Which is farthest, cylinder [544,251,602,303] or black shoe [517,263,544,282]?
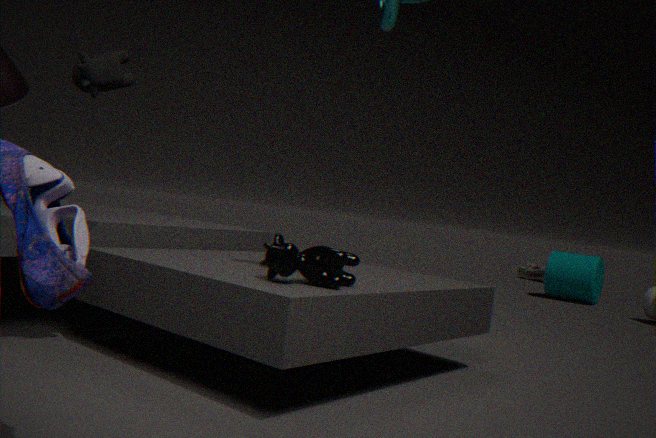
black shoe [517,263,544,282]
